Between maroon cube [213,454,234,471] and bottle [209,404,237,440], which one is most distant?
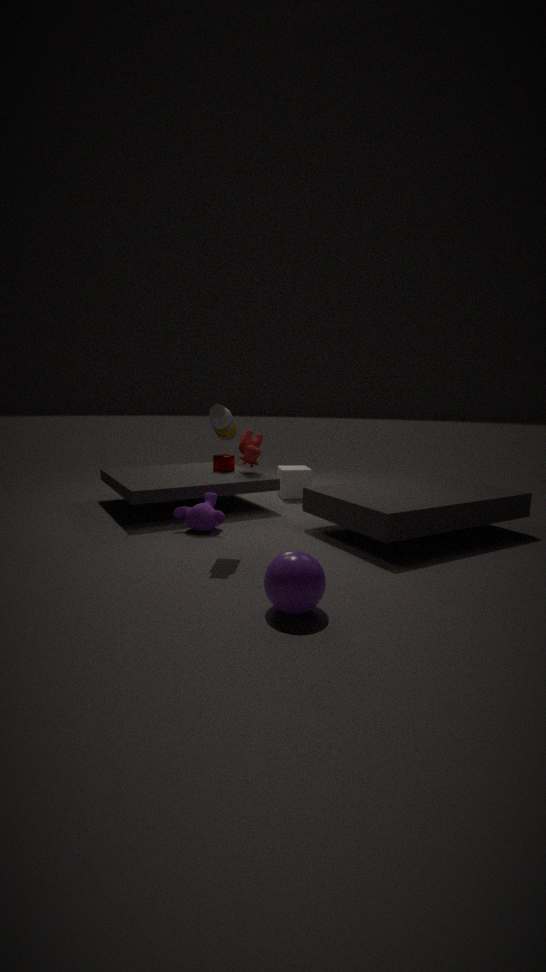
maroon cube [213,454,234,471]
